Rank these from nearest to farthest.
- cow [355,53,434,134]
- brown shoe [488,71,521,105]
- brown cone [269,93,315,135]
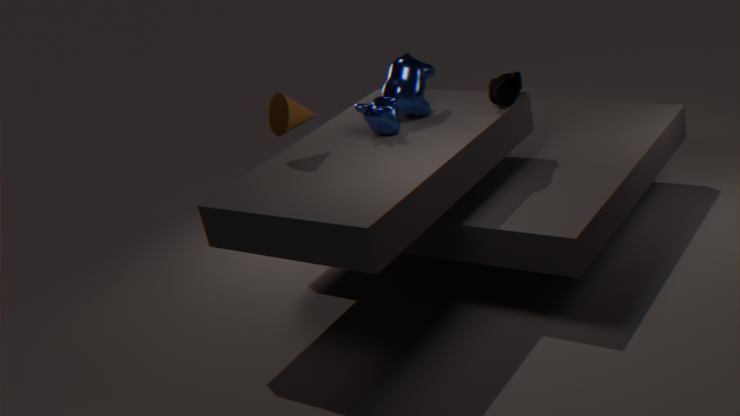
brown cone [269,93,315,135], cow [355,53,434,134], brown shoe [488,71,521,105]
